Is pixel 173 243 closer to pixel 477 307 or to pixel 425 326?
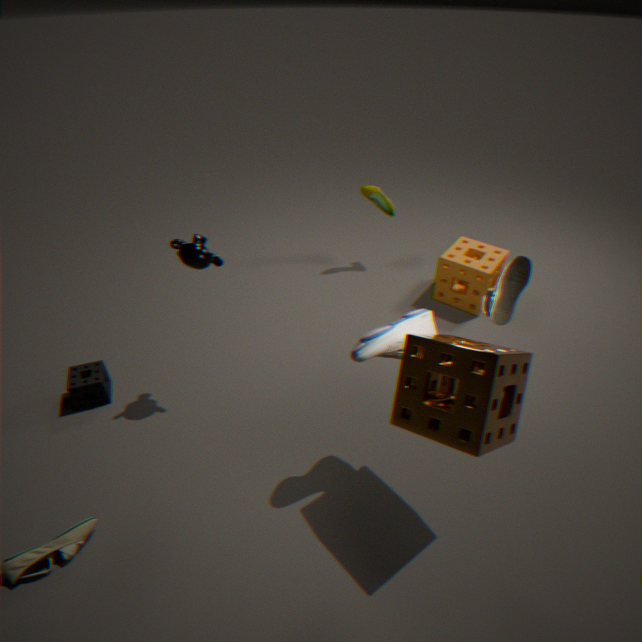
pixel 425 326
